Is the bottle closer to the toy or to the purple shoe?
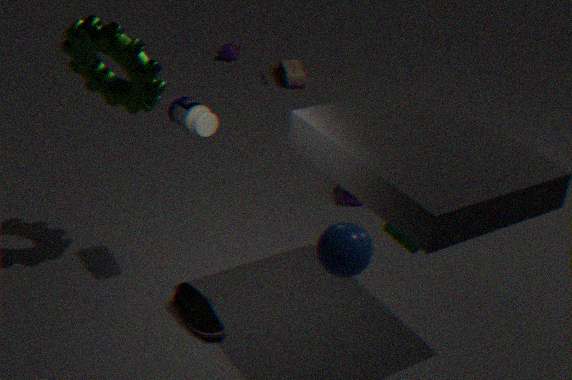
the purple shoe
